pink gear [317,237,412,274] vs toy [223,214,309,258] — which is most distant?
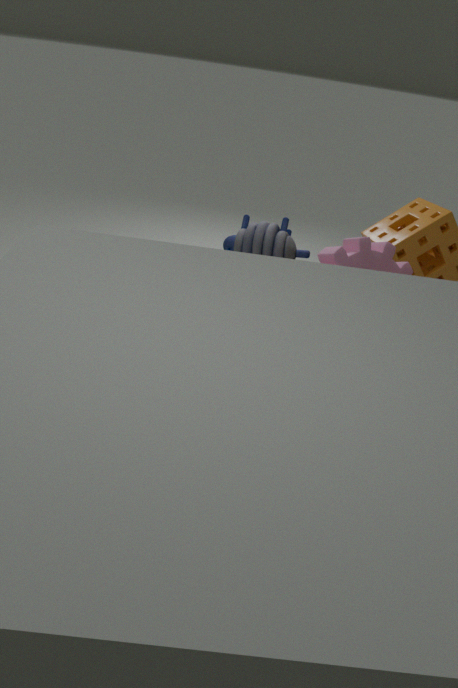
toy [223,214,309,258]
